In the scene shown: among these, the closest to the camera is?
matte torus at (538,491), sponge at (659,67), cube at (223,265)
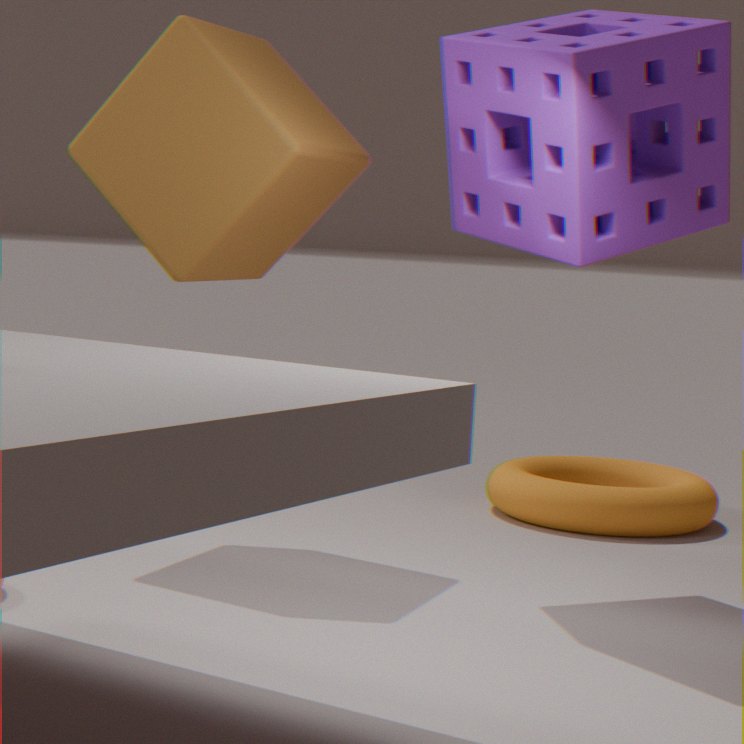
sponge at (659,67)
